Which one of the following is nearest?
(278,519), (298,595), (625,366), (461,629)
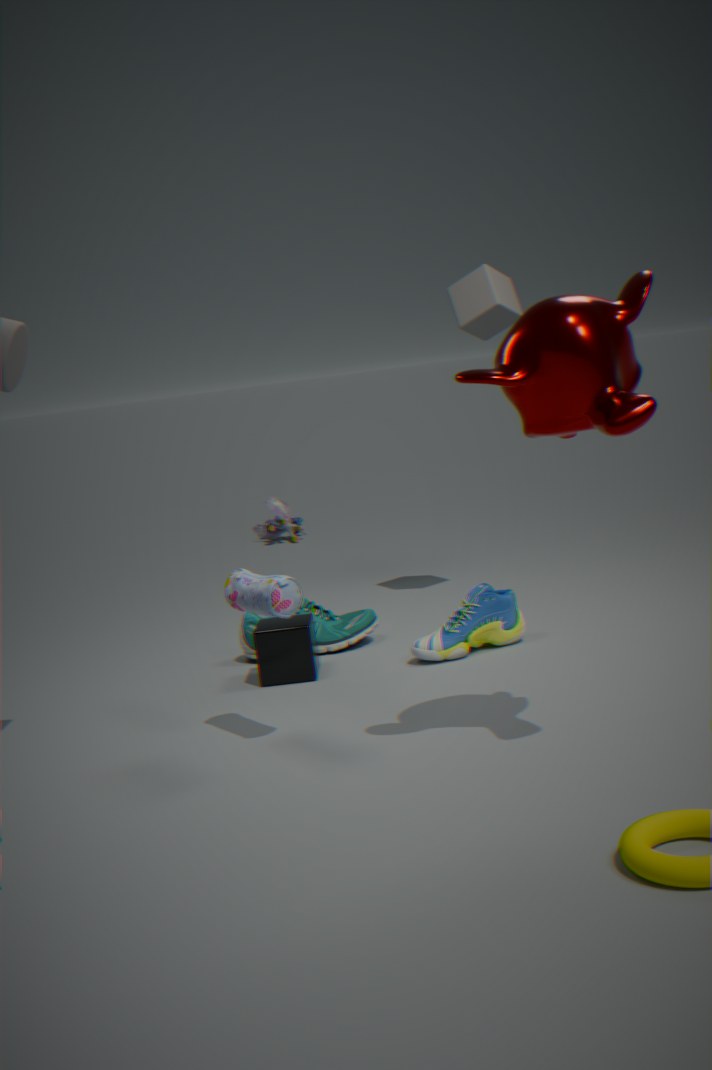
(625,366)
